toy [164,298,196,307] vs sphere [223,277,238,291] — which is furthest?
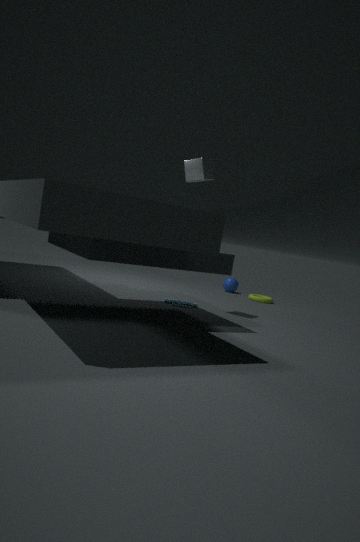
sphere [223,277,238,291]
